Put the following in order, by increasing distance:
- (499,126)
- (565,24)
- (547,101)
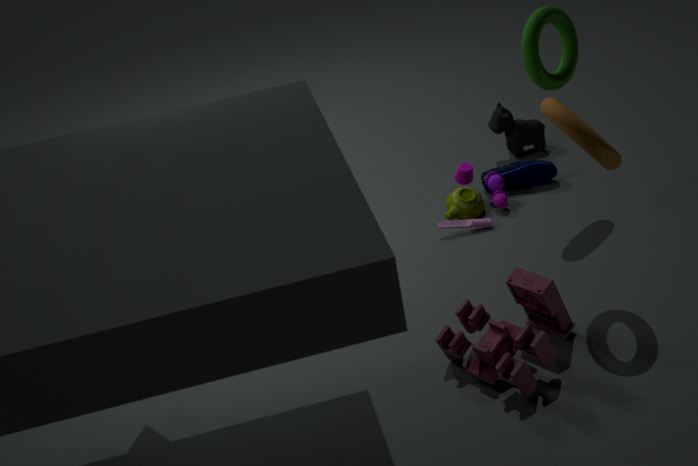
(547,101)
(565,24)
(499,126)
